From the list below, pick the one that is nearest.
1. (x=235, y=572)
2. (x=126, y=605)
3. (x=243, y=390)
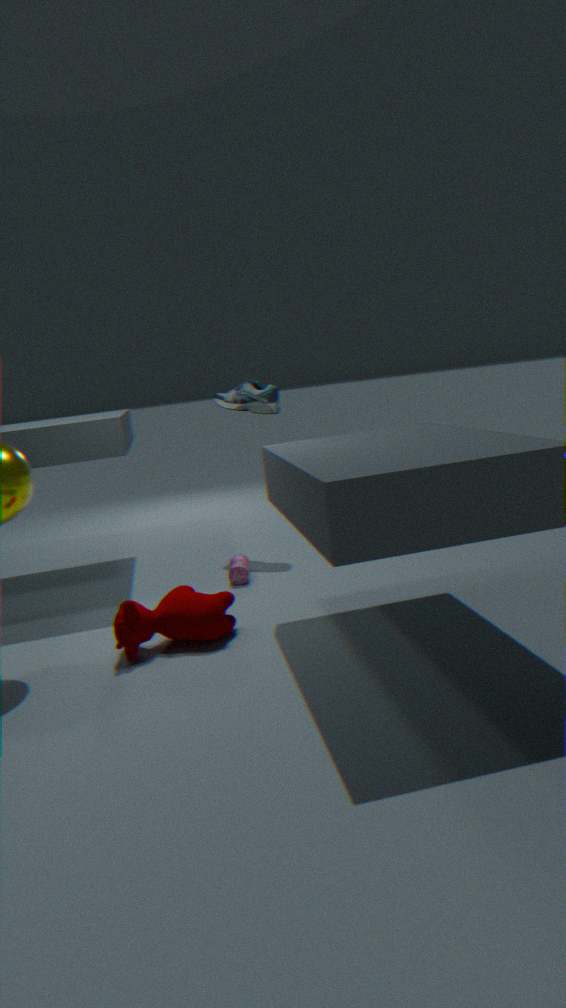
(x=126, y=605)
